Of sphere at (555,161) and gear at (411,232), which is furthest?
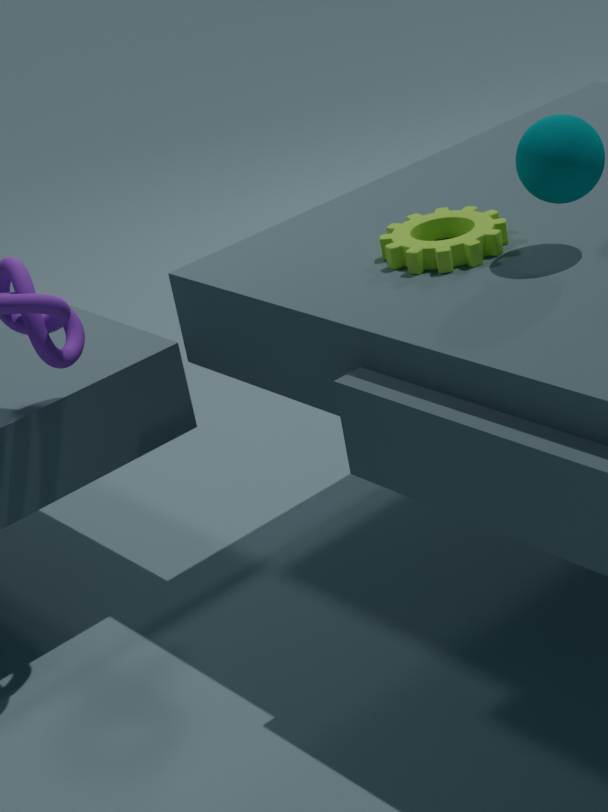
gear at (411,232)
